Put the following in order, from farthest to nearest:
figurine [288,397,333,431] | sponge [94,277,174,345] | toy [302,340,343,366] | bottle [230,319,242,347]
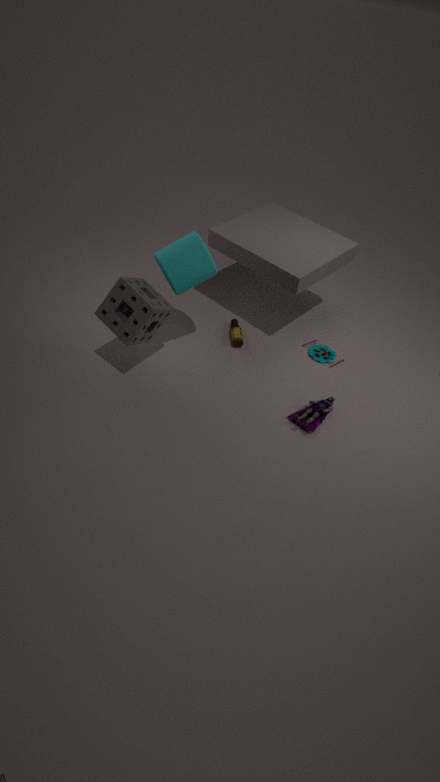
toy [302,340,343,366]
bottle [230,319,242,347]
figurine [288,397,333,431]
sponge [94,277,174,345]
